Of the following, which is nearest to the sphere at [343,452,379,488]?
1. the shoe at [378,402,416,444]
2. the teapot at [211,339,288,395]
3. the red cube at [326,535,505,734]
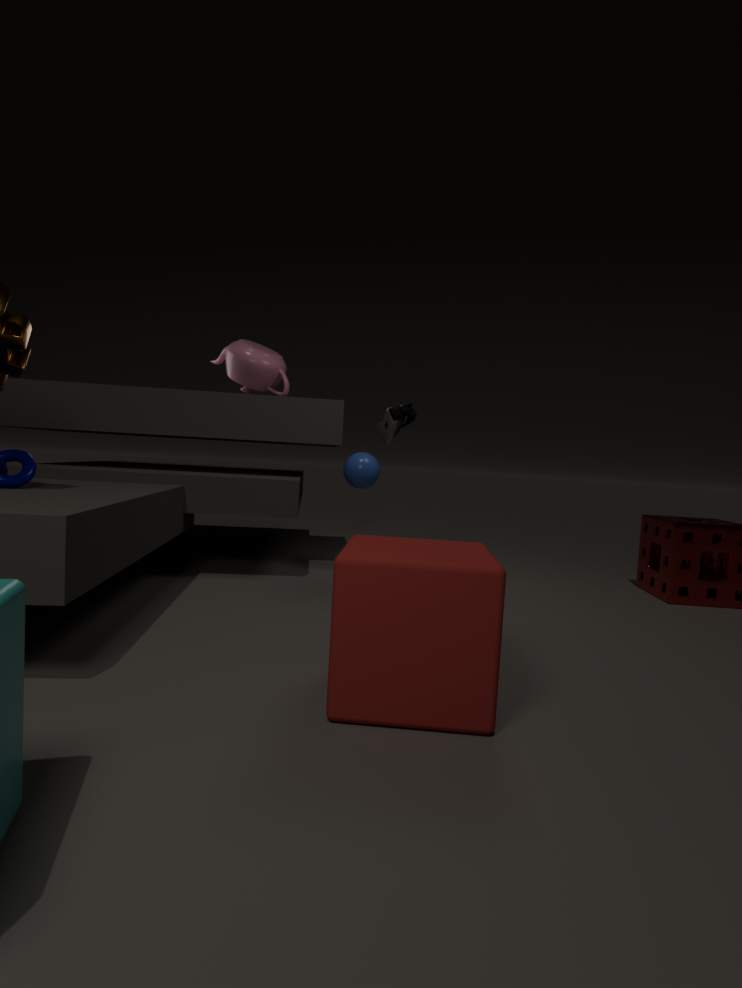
the shoe at [378,402,416,444]
